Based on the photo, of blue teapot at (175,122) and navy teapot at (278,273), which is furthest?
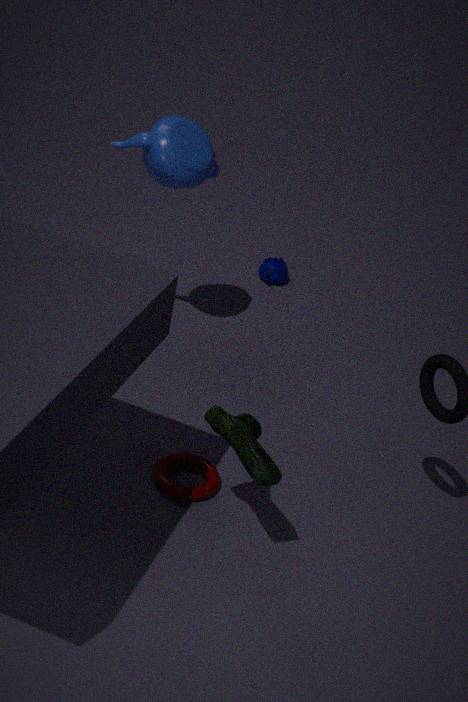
navy teapot at (278,273)
